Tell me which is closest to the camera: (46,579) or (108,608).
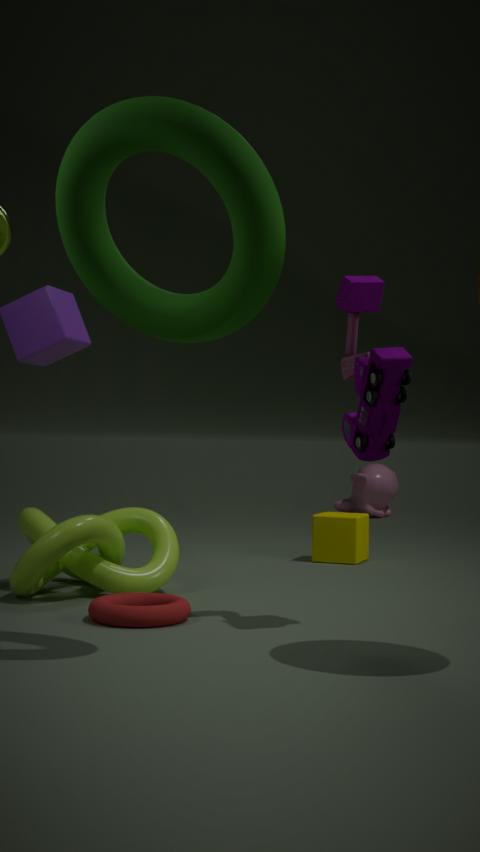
(108,608)
